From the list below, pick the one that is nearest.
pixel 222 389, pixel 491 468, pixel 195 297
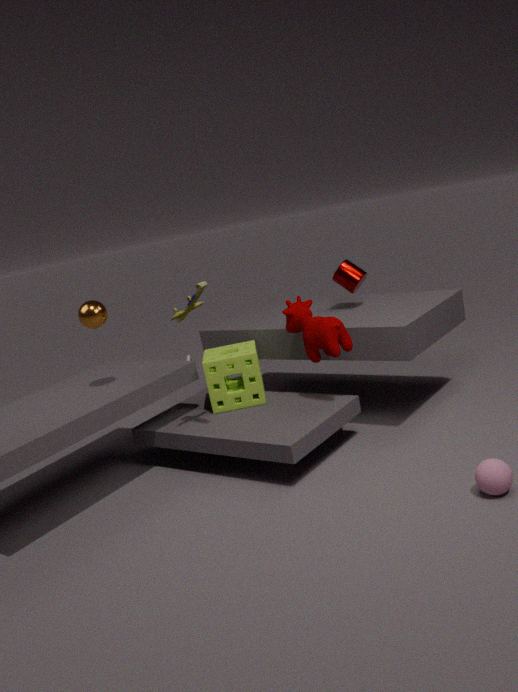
pixel 491 468
